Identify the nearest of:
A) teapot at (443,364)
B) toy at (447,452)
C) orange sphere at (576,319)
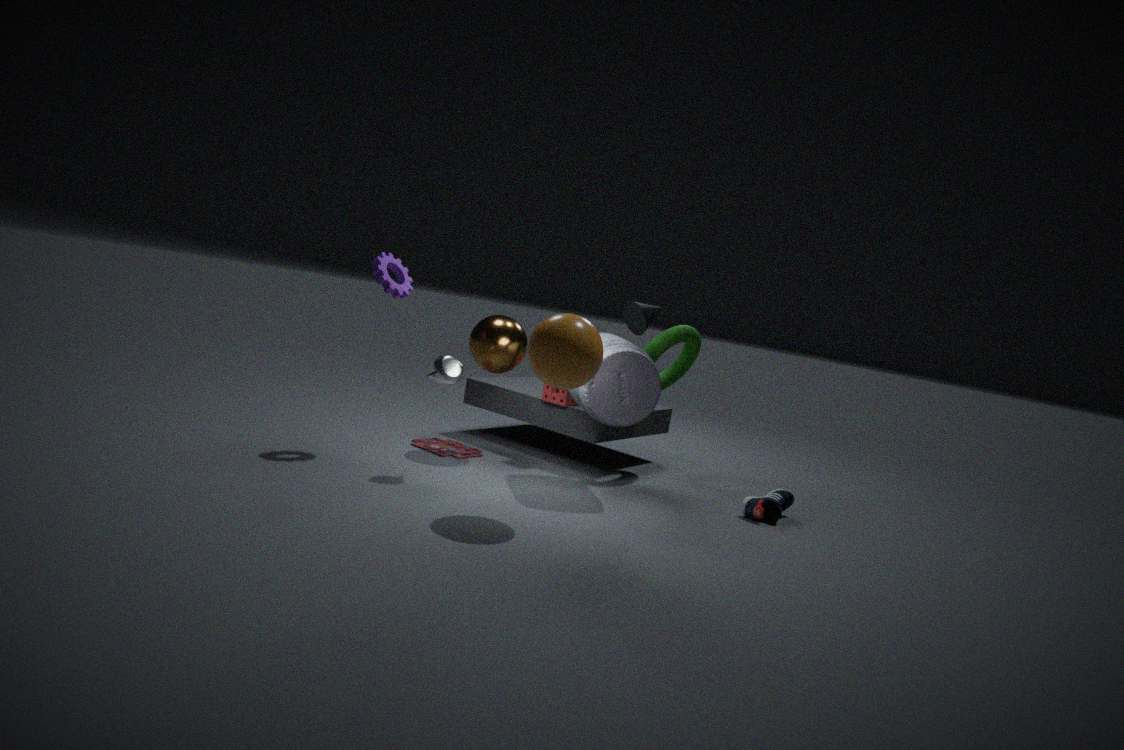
orange sphere at (576,319)
